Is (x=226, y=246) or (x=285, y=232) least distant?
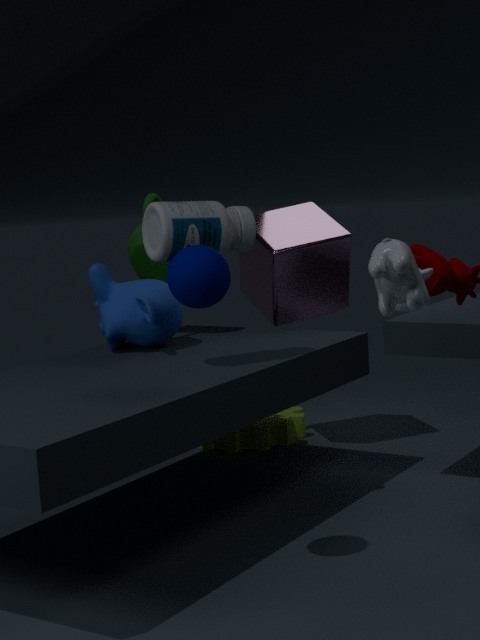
(x=226, y=246)
